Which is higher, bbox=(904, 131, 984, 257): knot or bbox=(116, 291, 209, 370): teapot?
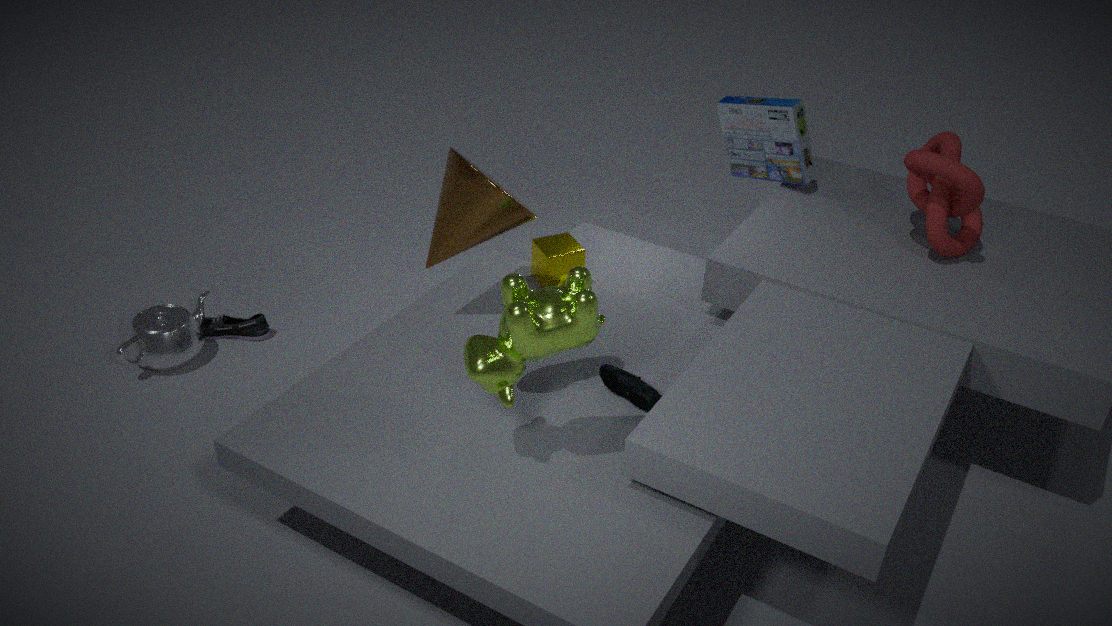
bbox=(904, 131, 984, 257): knot
